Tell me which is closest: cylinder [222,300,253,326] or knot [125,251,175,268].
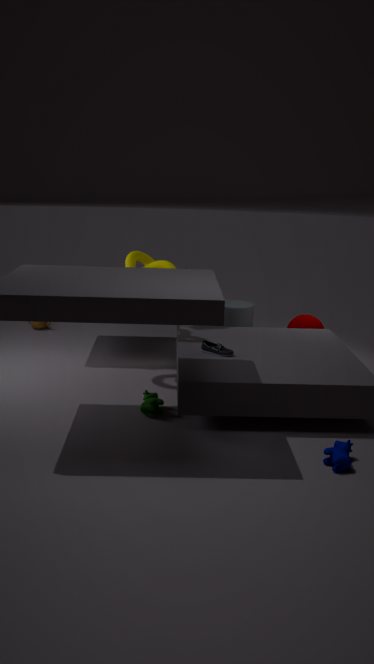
knot [125,251,175,268]
